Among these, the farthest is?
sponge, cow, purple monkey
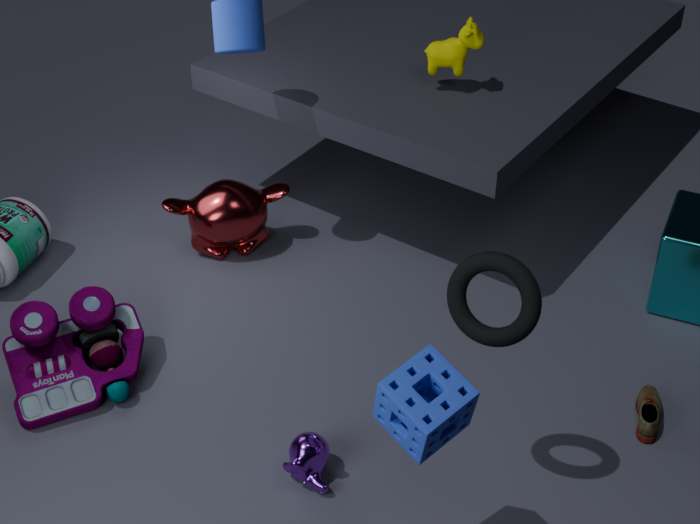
cow
